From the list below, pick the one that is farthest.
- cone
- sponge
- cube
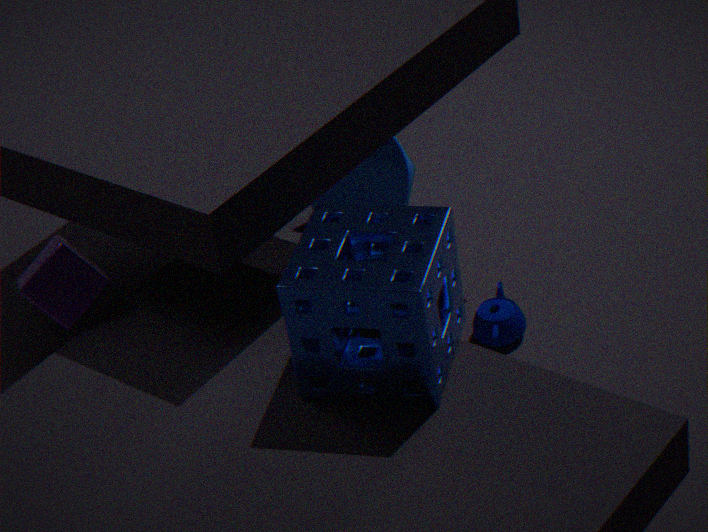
cone
